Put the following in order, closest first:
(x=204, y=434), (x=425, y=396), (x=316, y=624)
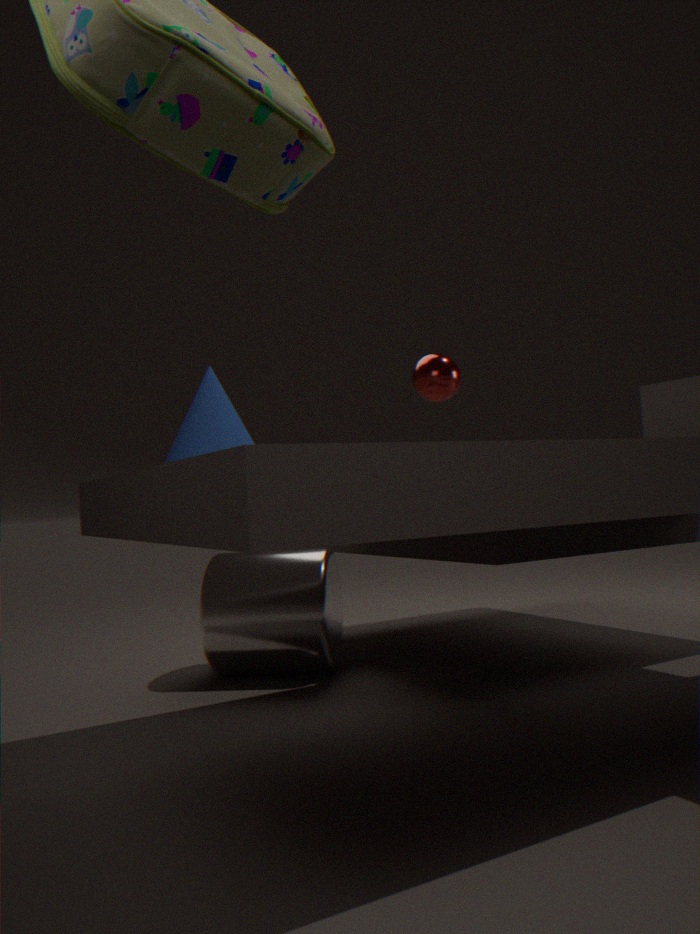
1. (x=204, y=434)
2. (x=316, y=624)
3. (x=425, y=396)
